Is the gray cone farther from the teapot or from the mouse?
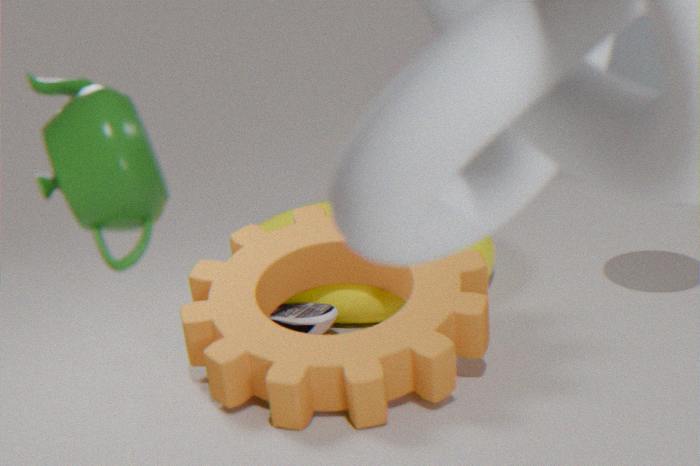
the teapot
